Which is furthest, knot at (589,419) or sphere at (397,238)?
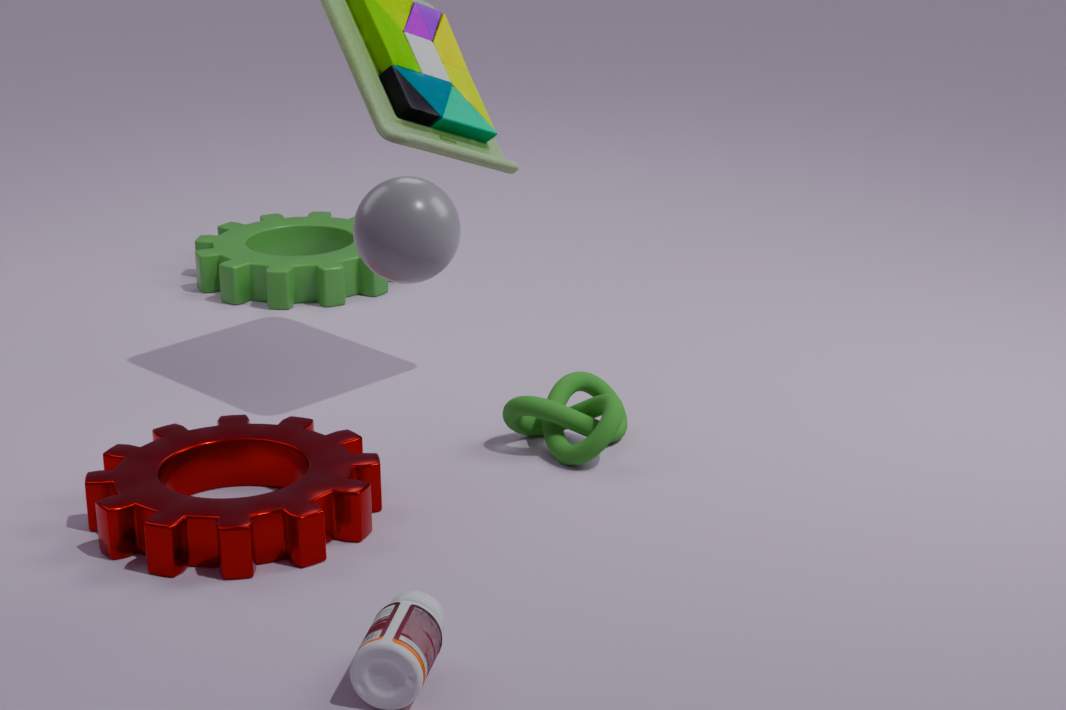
knot at (589,419)
